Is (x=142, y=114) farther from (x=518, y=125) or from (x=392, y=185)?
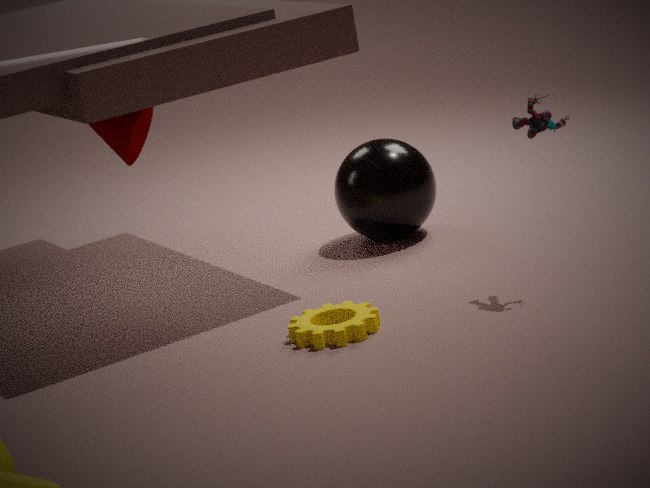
(x=518, y=125)
